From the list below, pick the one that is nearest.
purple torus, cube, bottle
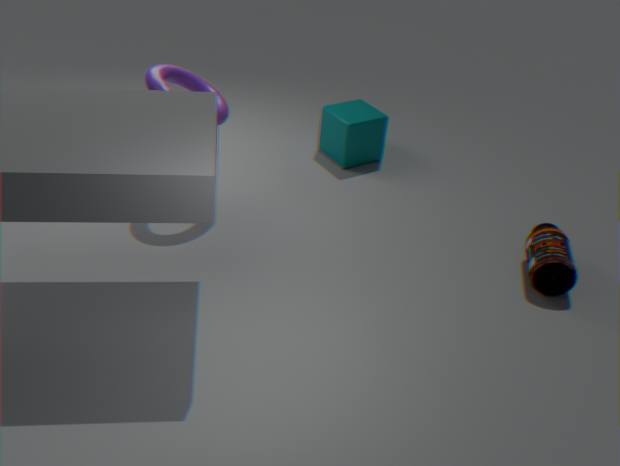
bottle
